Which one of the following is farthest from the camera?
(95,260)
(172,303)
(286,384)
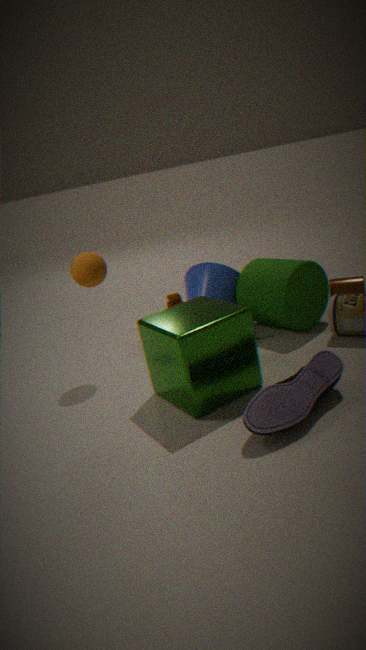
(172,303)
